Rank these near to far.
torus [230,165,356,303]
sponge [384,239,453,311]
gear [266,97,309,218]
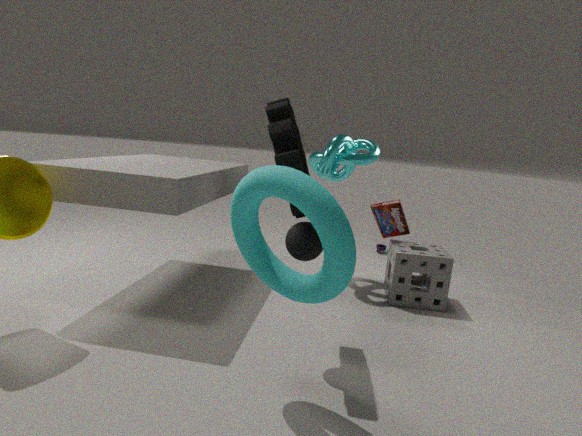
torus [230,165,356,303]
gear [266,97,309,218]
sponge [384,239,453,311]
